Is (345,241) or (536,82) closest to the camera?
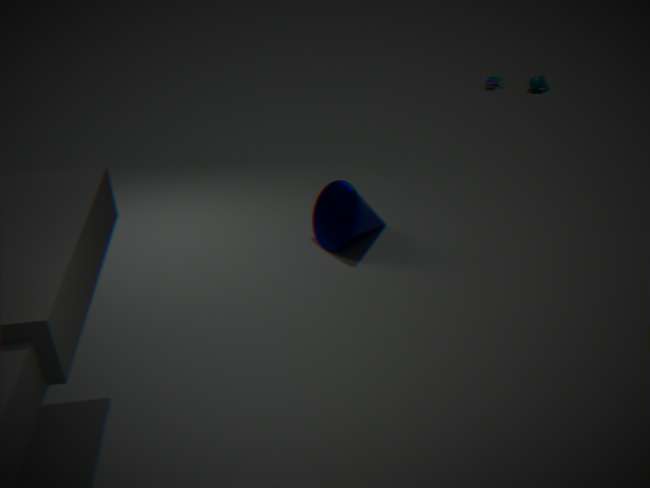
(345,241)
